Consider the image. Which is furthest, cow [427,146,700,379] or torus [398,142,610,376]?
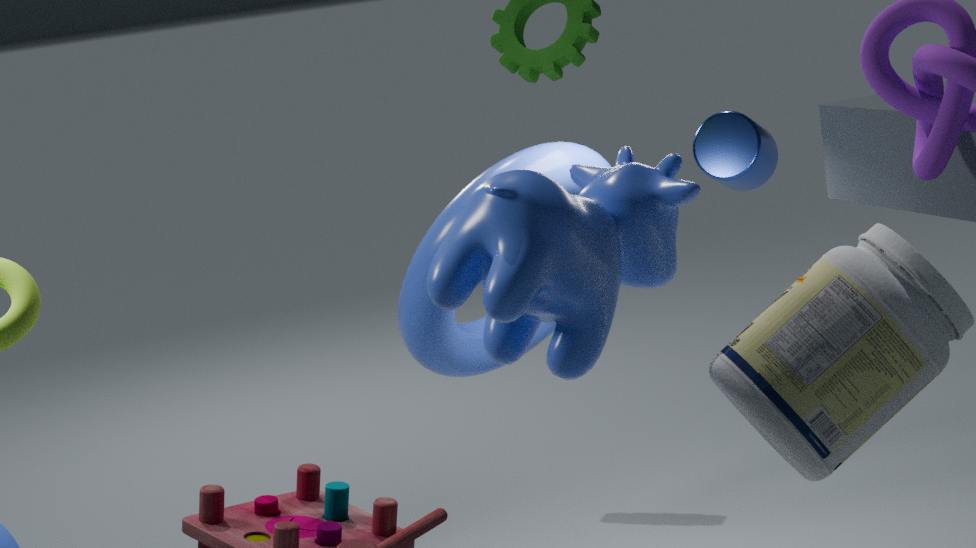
torus [398,142,610,376]
